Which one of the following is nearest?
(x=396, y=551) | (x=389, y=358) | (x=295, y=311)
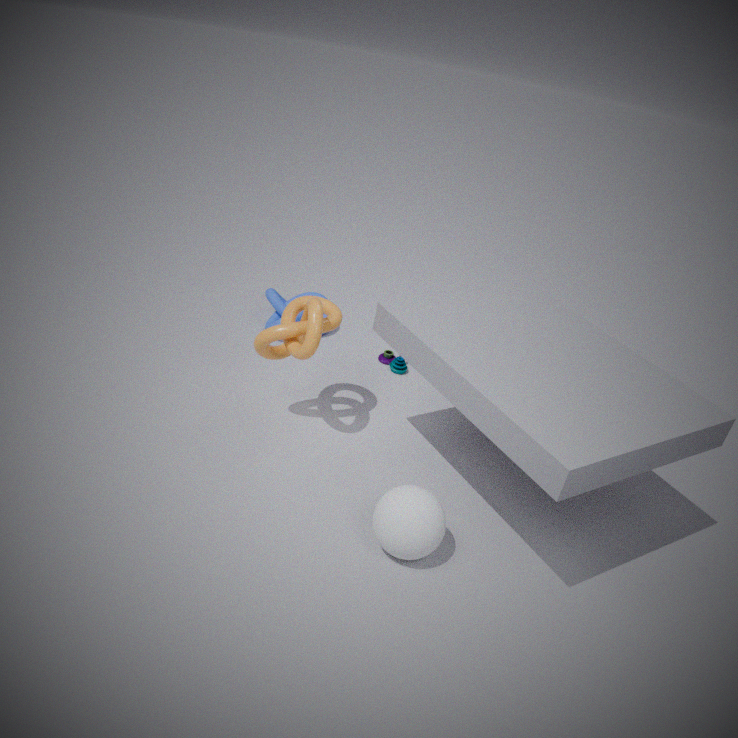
(x=396, y=551)
